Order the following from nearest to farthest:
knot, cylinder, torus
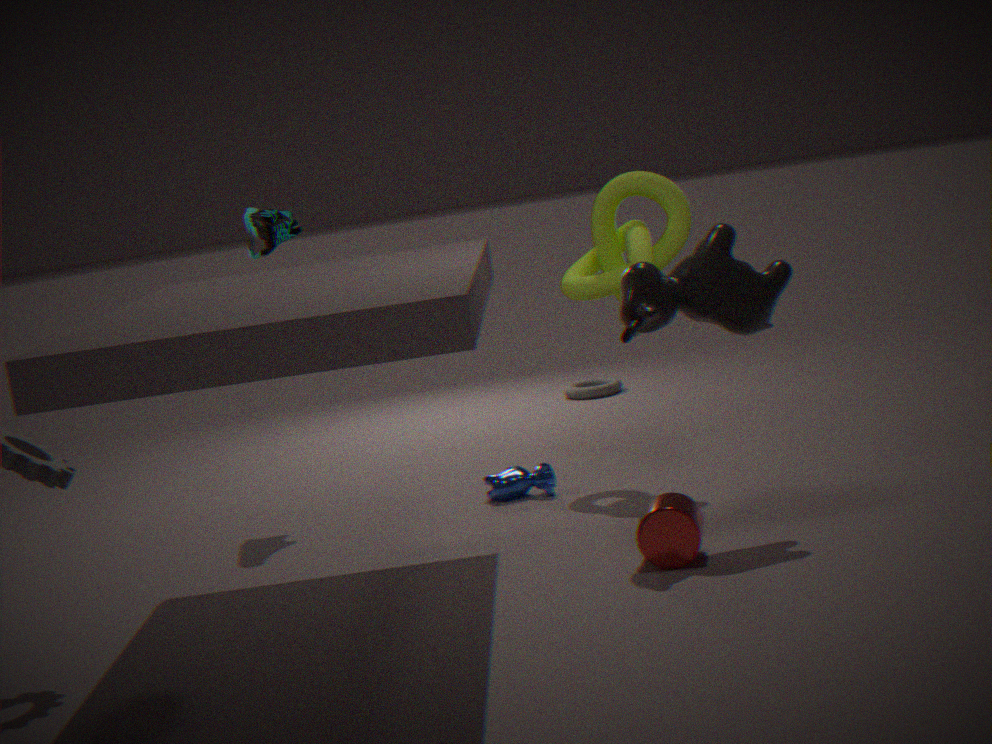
cylinder → knot → torus
